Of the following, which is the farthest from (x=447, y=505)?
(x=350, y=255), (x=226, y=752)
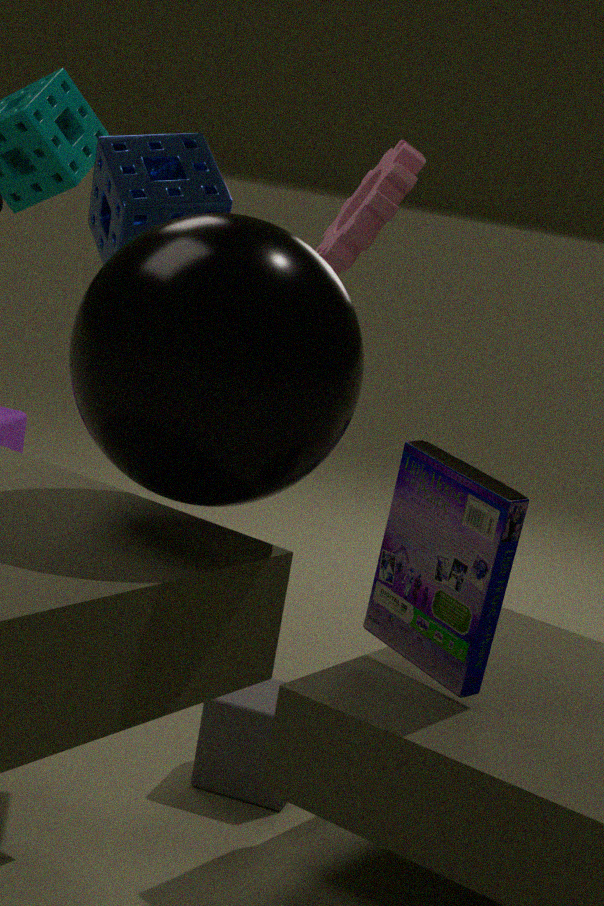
(x=350, y=255)
